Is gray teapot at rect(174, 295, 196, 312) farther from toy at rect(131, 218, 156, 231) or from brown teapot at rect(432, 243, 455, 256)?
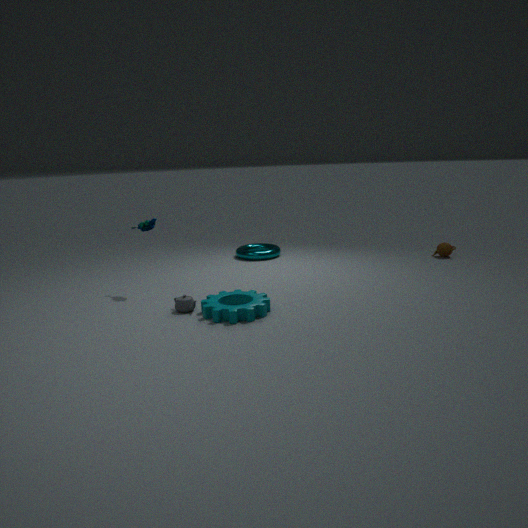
brown teapot at rect(432, 243, 455, 256)
